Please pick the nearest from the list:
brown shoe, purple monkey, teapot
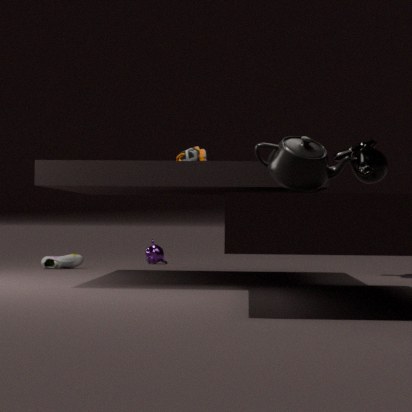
teapot
